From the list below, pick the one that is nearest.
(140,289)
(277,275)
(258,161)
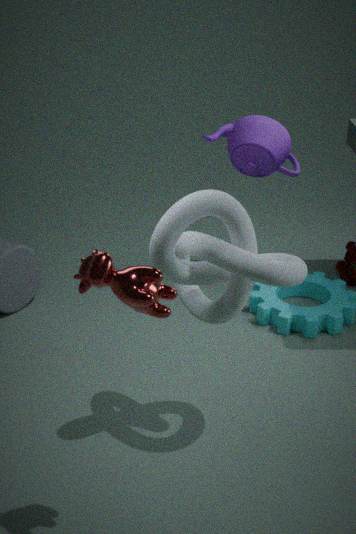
(140,289)
